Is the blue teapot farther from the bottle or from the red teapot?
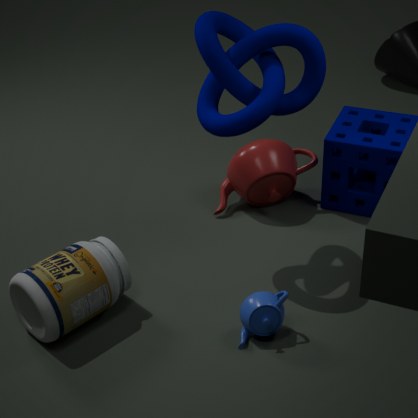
the red teapot
